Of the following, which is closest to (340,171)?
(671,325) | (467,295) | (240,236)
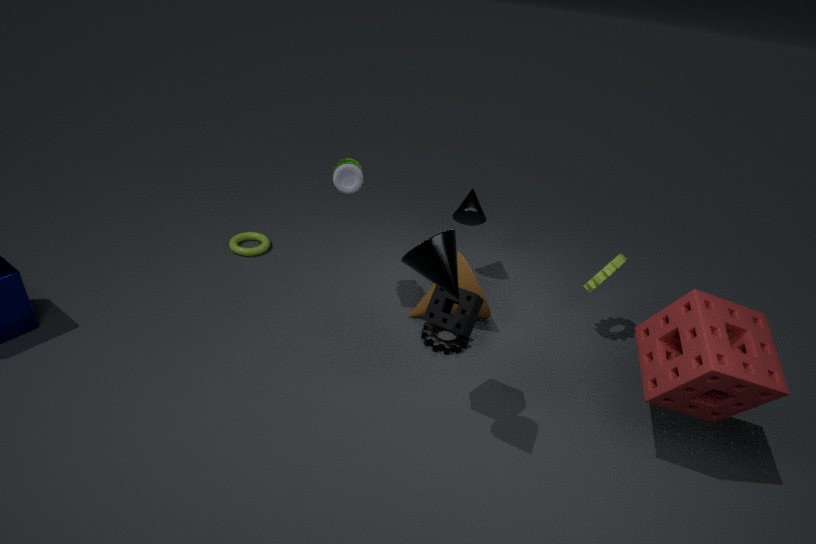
(467,295)
